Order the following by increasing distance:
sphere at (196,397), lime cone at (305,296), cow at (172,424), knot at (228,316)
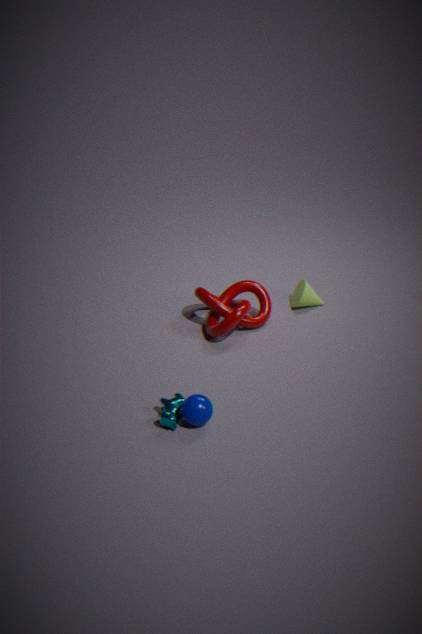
1. sphere at (196,397)
2. cow at (172,424)
3. knot at (228,316)
4. lime cone at (305,296)
